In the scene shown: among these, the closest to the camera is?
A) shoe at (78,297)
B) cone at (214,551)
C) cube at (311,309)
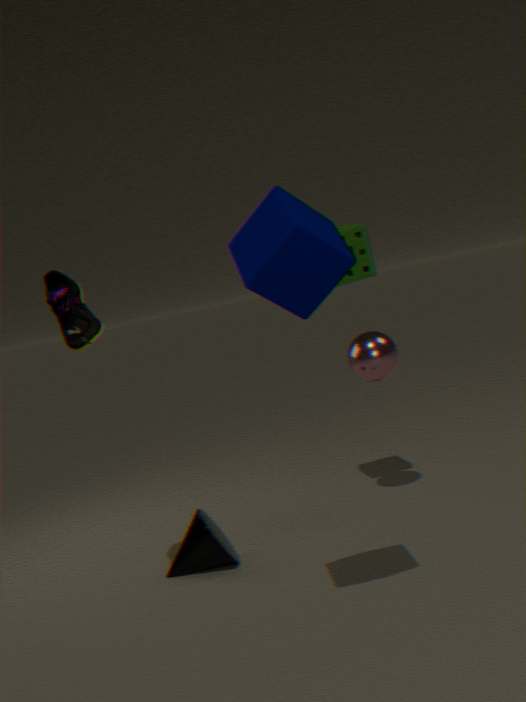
cube at (311,309)
